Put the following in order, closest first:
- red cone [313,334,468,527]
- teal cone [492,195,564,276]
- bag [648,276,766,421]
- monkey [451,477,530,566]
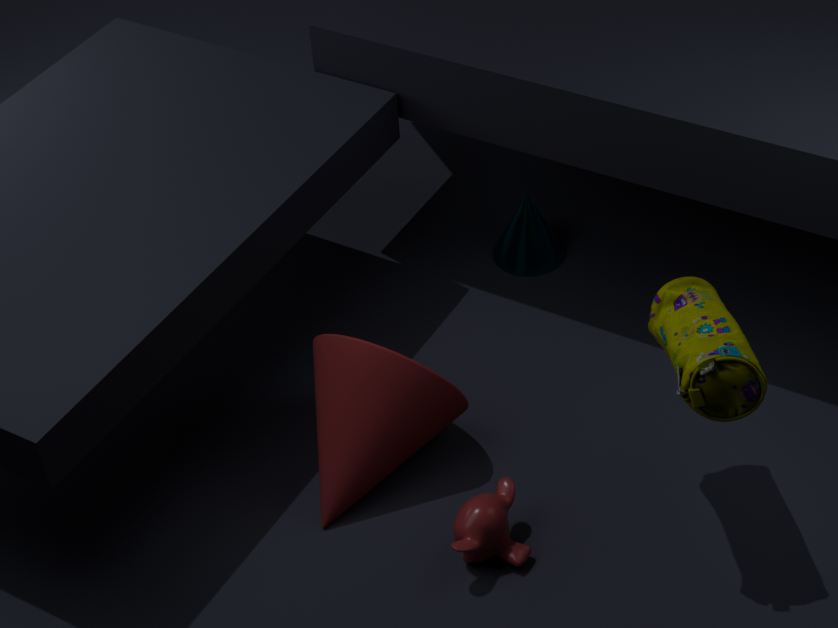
1. bag [648,276,766,421]
2. monkey [451,477,530,566]
3. red cone [313,334,468,527]
4. teal cone [492,195,564,276]
